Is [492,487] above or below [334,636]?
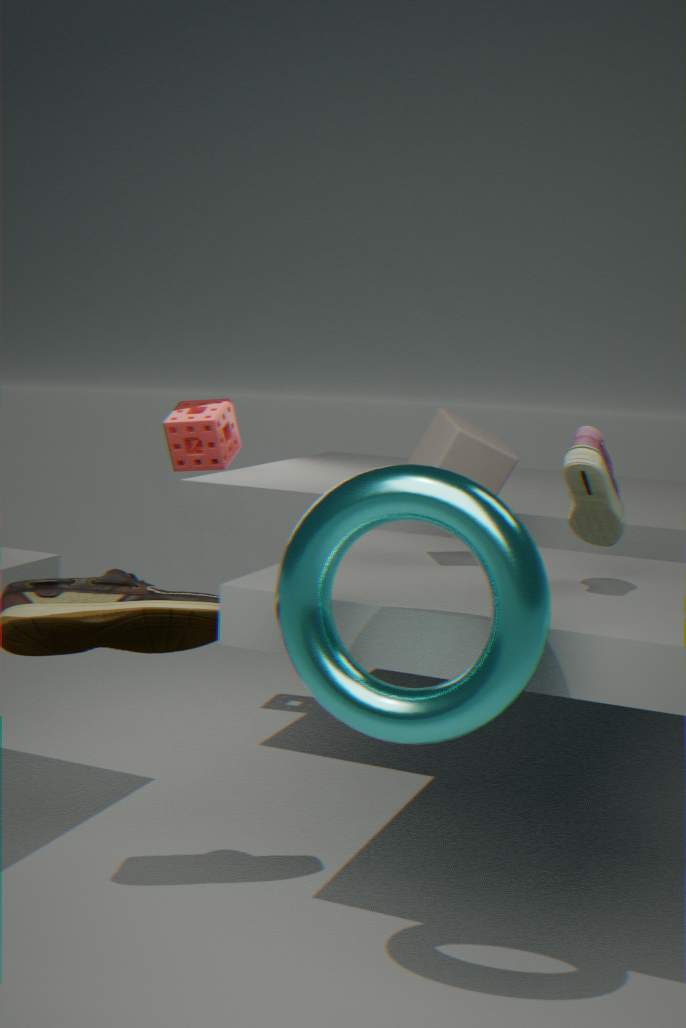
above
